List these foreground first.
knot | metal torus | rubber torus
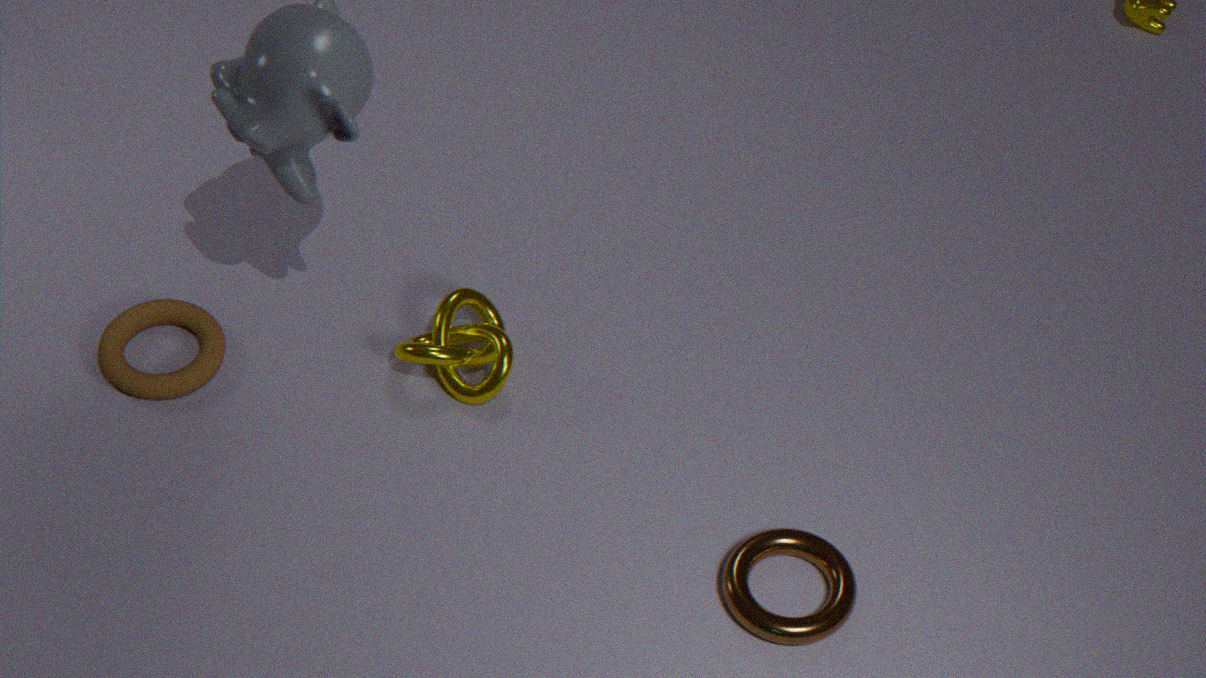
metal torus
rubber torus
knot
